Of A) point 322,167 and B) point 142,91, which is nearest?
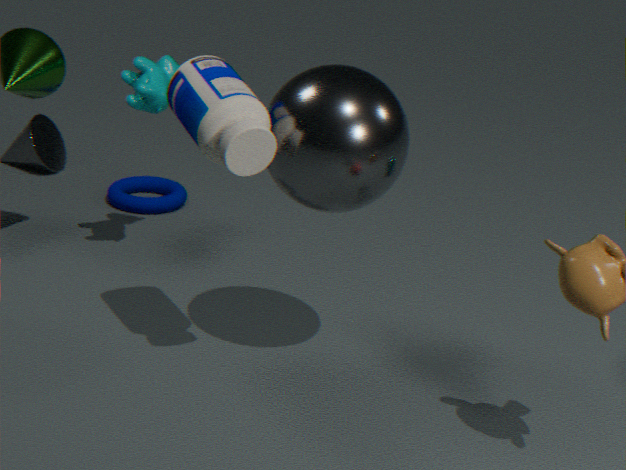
A. point 322,167
